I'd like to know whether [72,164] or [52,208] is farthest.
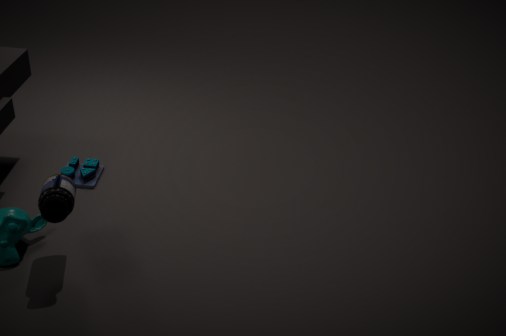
[72,164]
